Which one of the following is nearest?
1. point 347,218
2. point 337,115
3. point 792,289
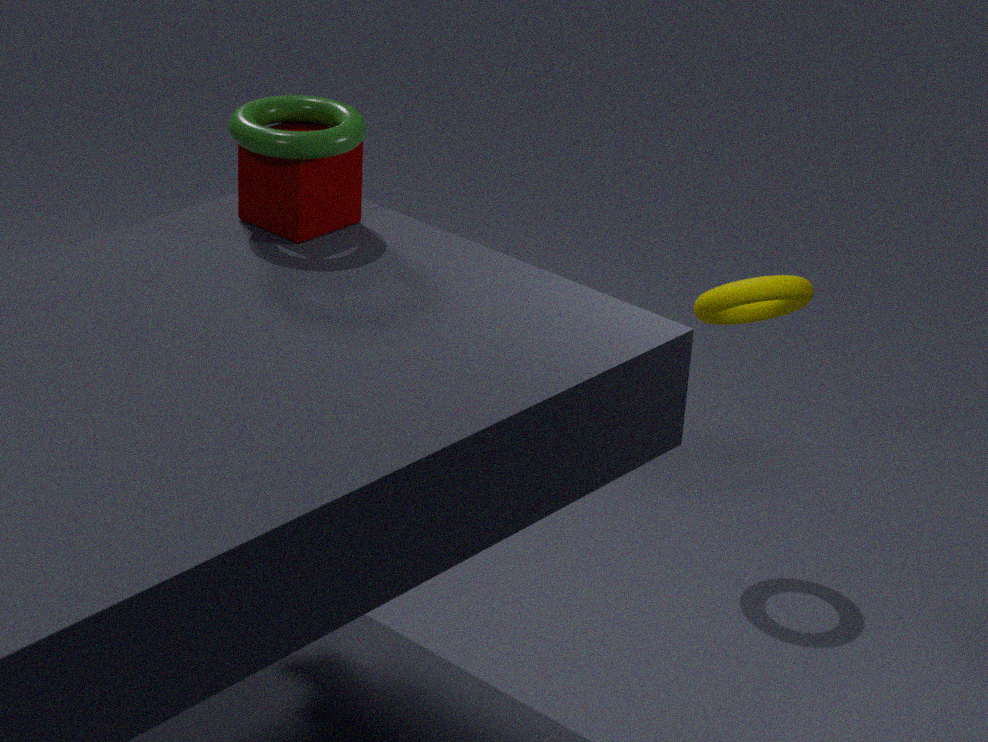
point 337,115
